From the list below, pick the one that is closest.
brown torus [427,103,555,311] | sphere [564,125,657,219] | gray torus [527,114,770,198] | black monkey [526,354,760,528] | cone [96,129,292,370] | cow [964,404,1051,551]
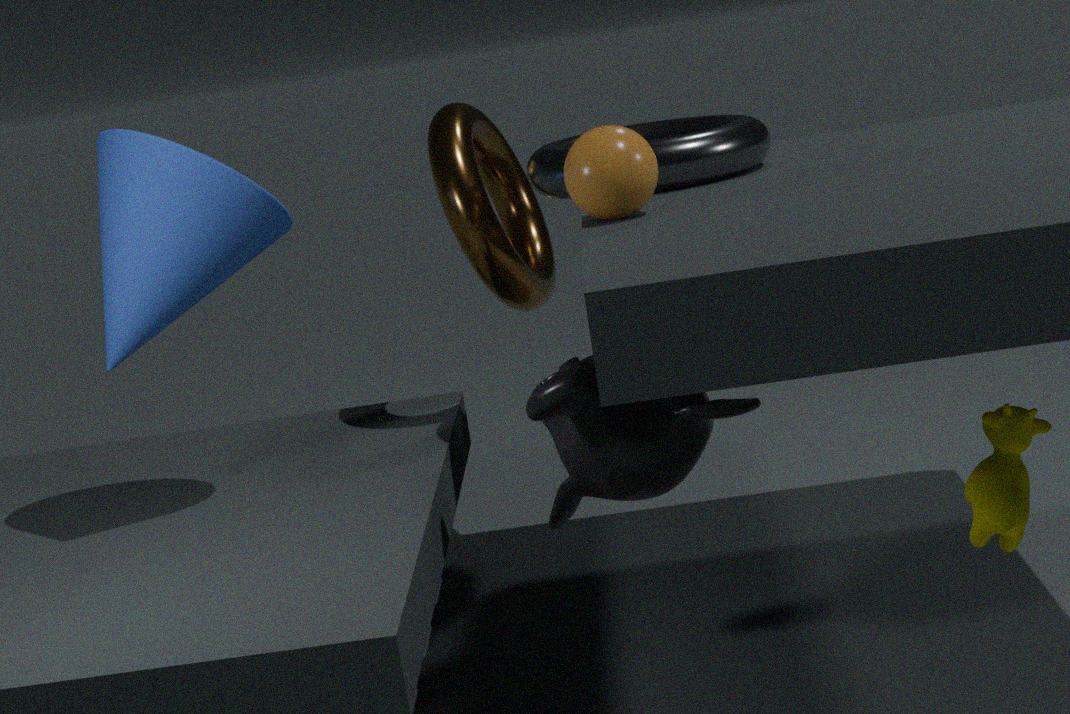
cow [964,404,1051,551]
